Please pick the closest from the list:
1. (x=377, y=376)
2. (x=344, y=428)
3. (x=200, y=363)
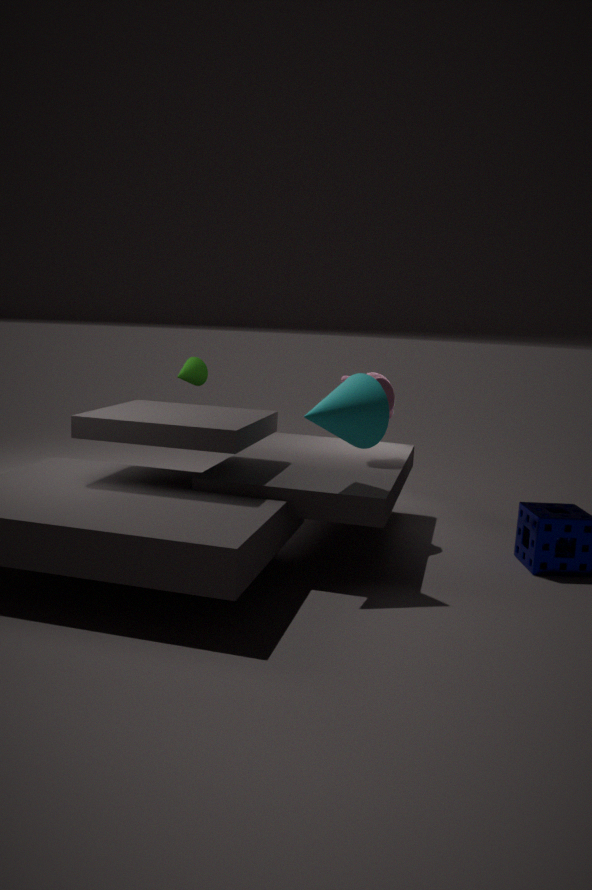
(x=344, y=428)
